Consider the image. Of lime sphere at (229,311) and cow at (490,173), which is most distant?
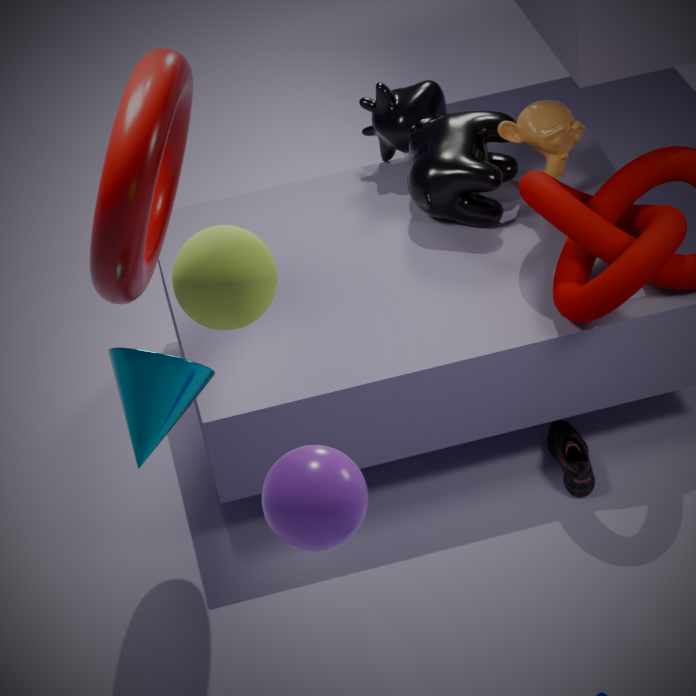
cow at (490,173)
